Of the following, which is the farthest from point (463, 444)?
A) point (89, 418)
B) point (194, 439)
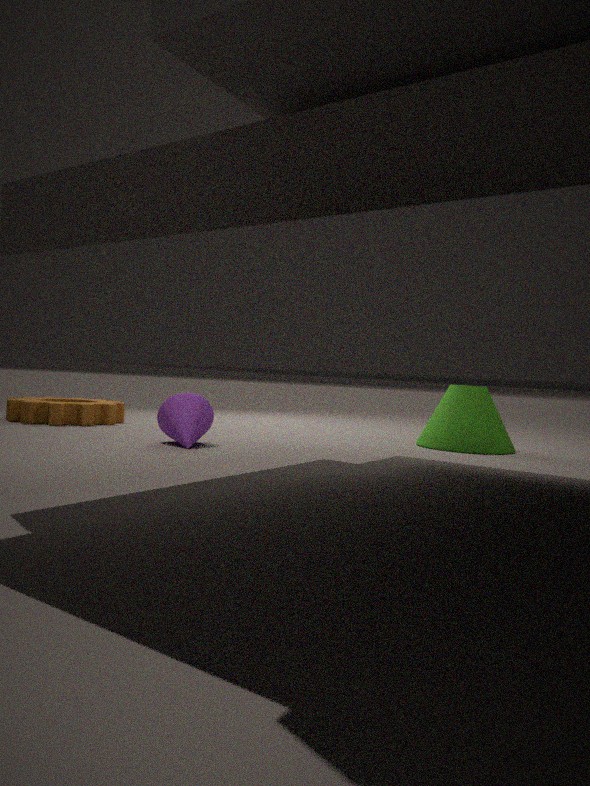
point (89, 418)
